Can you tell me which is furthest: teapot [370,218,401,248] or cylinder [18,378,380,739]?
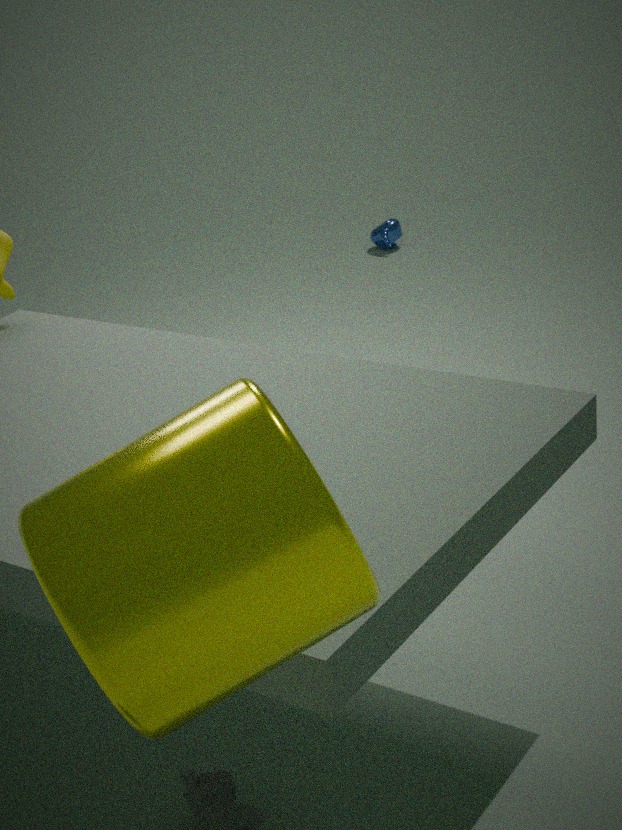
teapot [370,218,401,248]
